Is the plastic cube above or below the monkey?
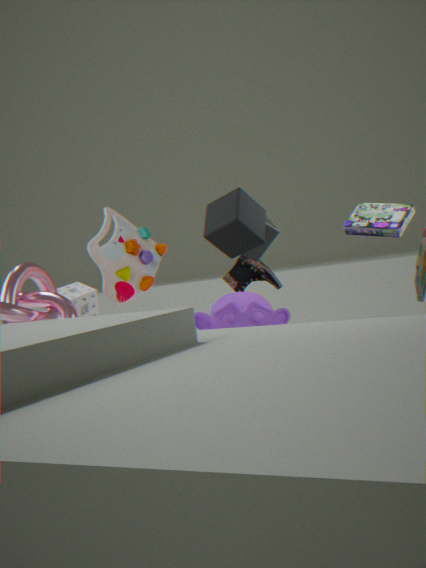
above
